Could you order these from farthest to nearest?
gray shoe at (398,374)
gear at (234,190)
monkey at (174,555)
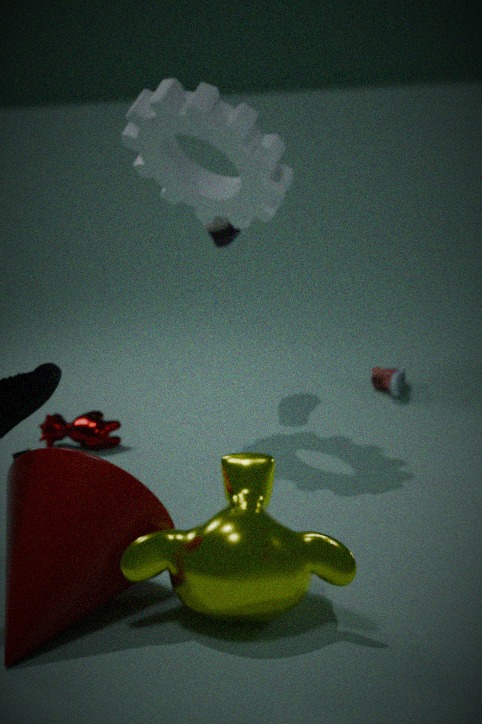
gray shoe at (398,374) → gear at (234,190) → monkey at (174,555)
